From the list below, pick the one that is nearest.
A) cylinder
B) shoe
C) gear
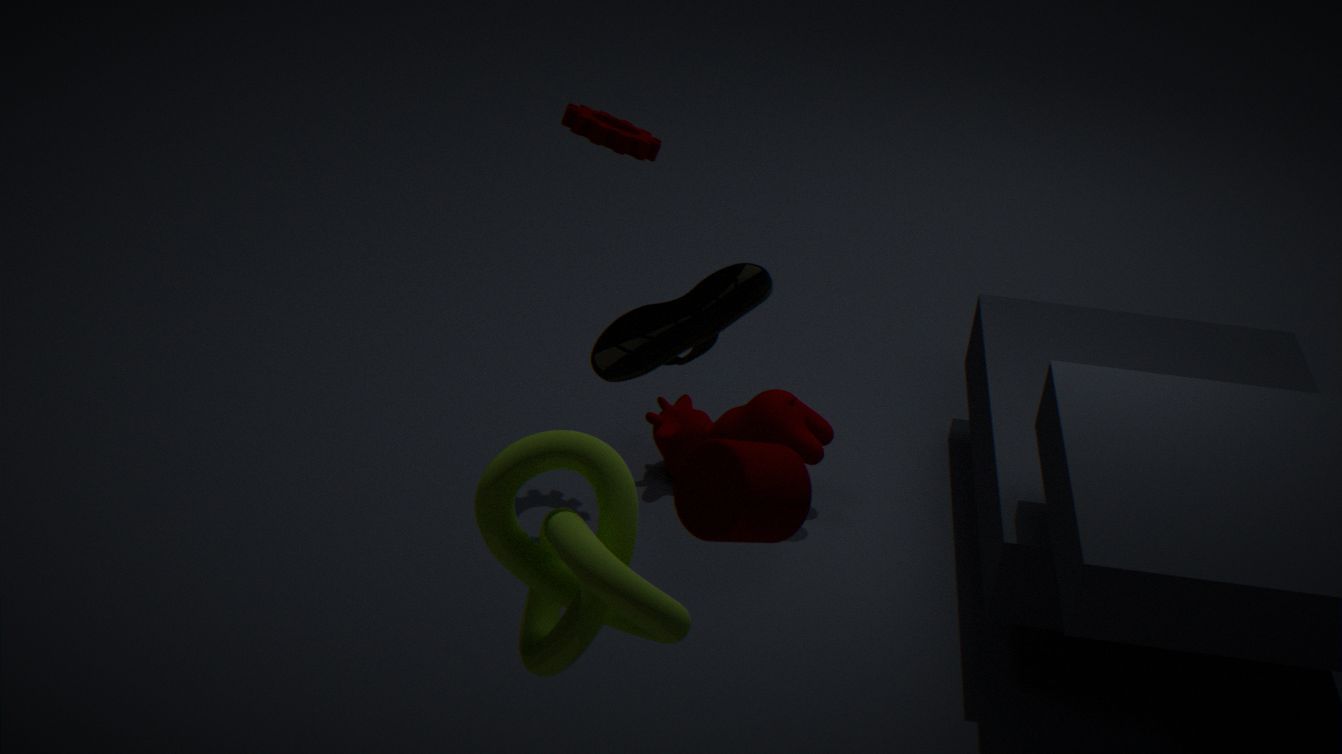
cylinder
